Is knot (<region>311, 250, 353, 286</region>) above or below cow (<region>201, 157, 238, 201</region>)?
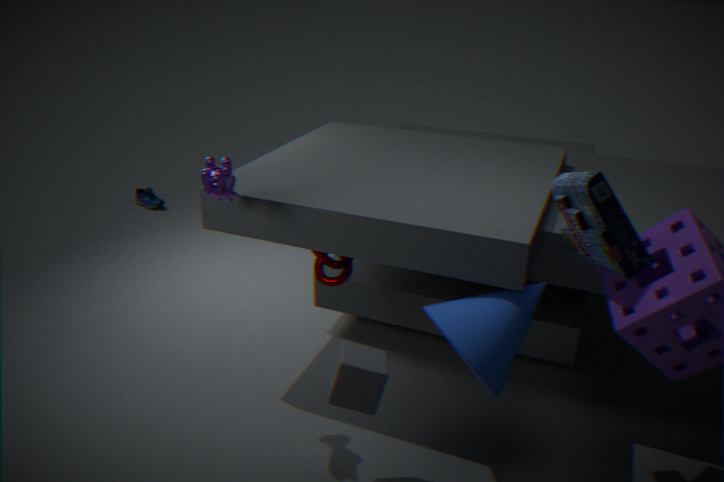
below
